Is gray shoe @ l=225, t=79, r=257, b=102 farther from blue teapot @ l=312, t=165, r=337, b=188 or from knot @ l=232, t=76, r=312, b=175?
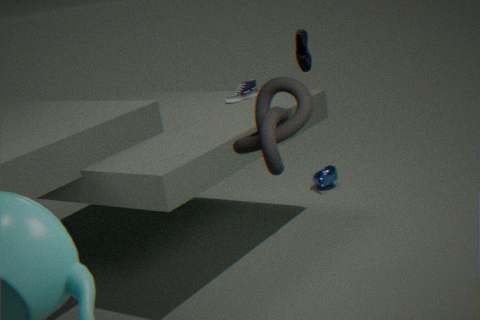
knot @ l=232, t=76, r=312, b=175
